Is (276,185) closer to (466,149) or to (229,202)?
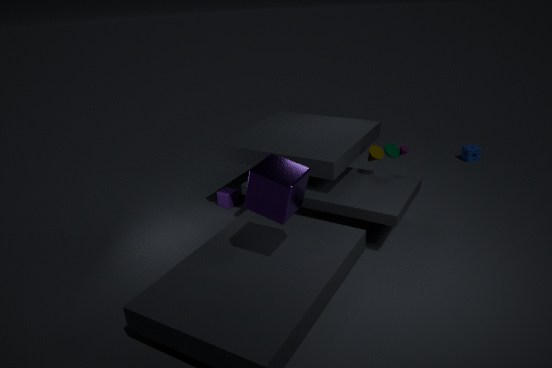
(229,202)
